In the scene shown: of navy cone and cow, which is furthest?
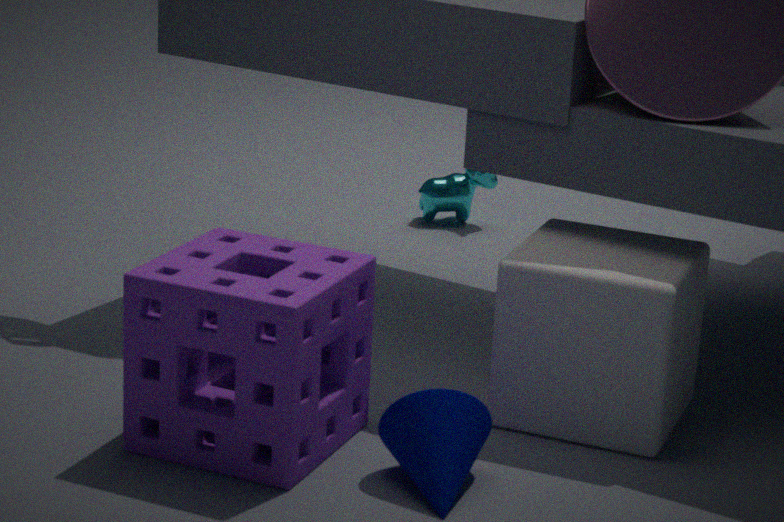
cow
